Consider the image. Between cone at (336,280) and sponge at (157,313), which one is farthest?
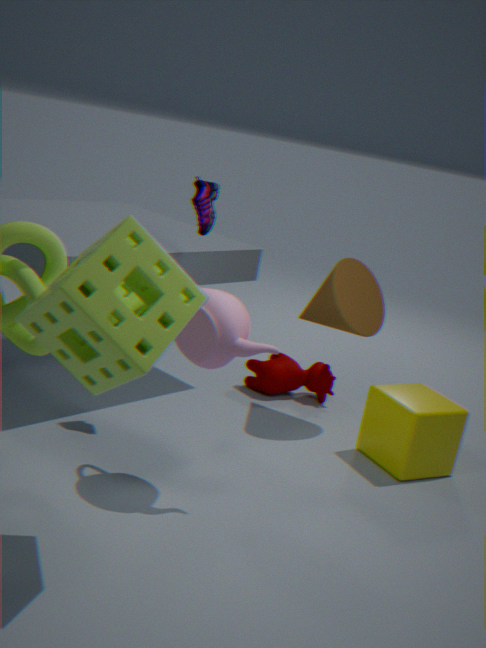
cone at (336,280)
